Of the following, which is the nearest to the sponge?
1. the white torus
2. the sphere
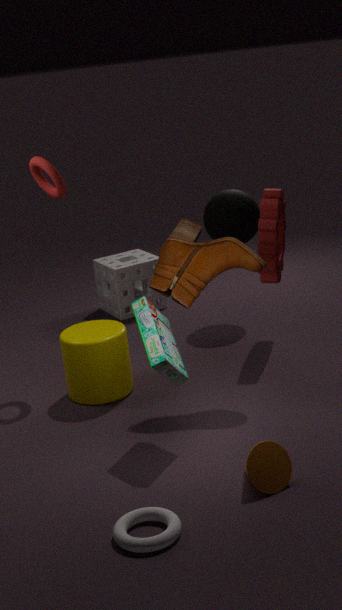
the sphere
